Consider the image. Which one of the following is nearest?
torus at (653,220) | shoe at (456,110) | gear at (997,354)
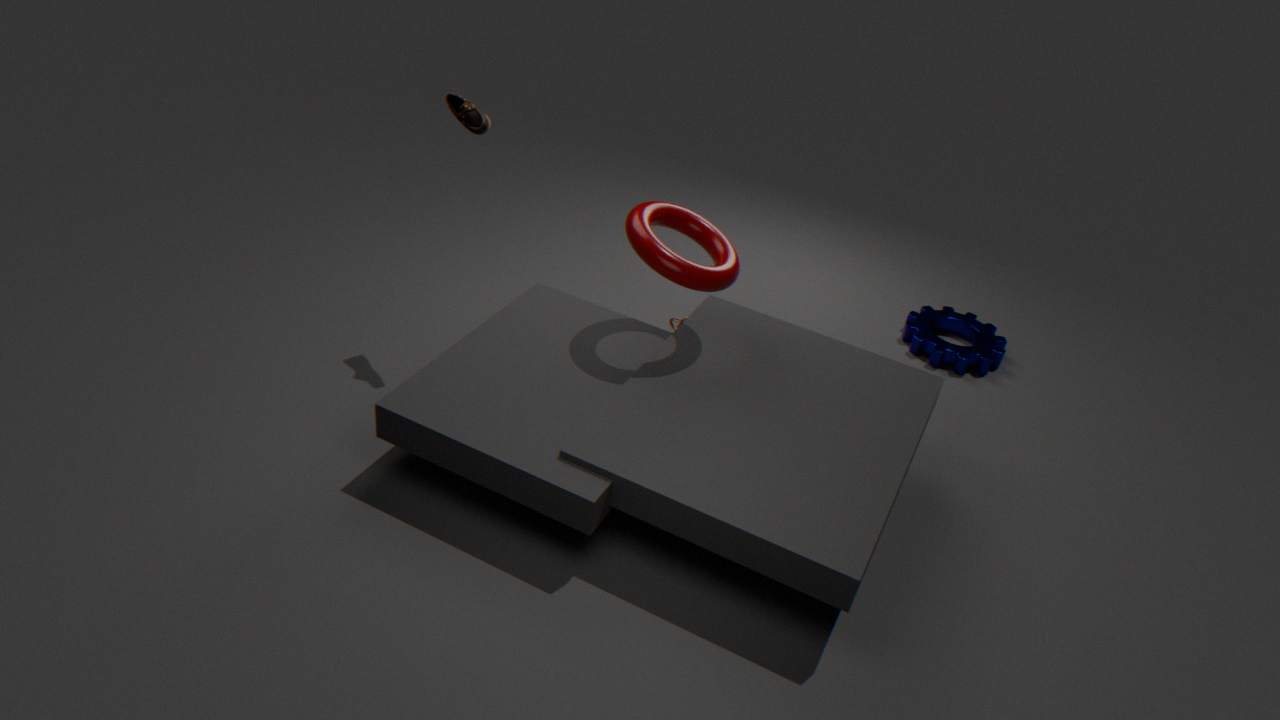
torus at (653,220)
